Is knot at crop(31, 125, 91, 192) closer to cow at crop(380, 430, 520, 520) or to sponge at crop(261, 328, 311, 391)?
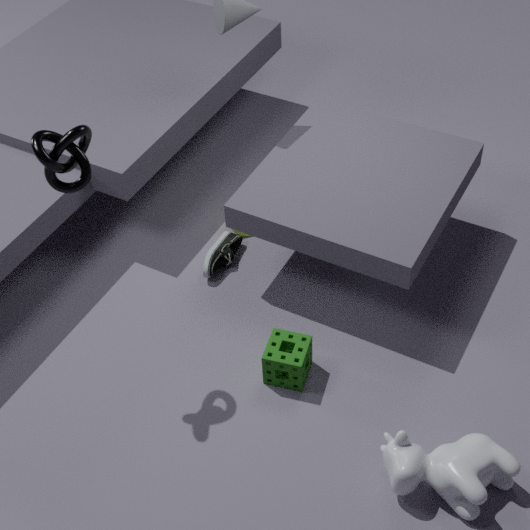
sponge at crop(261, 328, 311, 391)
